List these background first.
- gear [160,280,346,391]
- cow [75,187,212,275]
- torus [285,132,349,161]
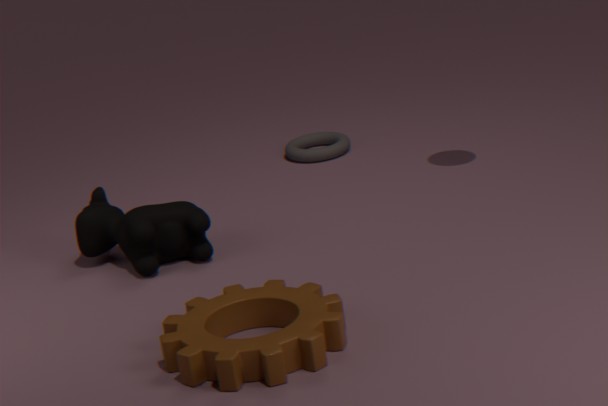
1. torus [285,132,349,161]
2. cow [75,187,212,275]
3. gear [160,280,346,391]
